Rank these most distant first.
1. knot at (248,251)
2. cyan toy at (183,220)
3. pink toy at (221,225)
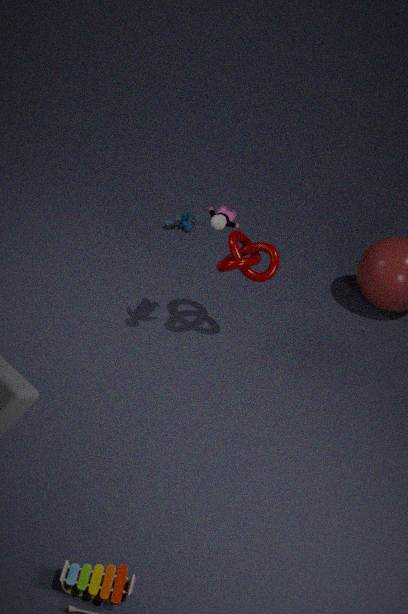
cyan toy at (183,220) < knot at (248,251) < pink toy at (221,225)
